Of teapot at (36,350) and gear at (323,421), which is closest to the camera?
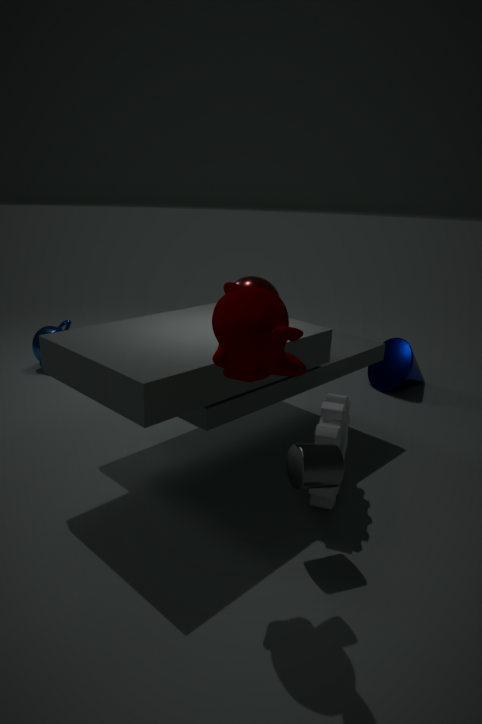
gear at (323,421)
